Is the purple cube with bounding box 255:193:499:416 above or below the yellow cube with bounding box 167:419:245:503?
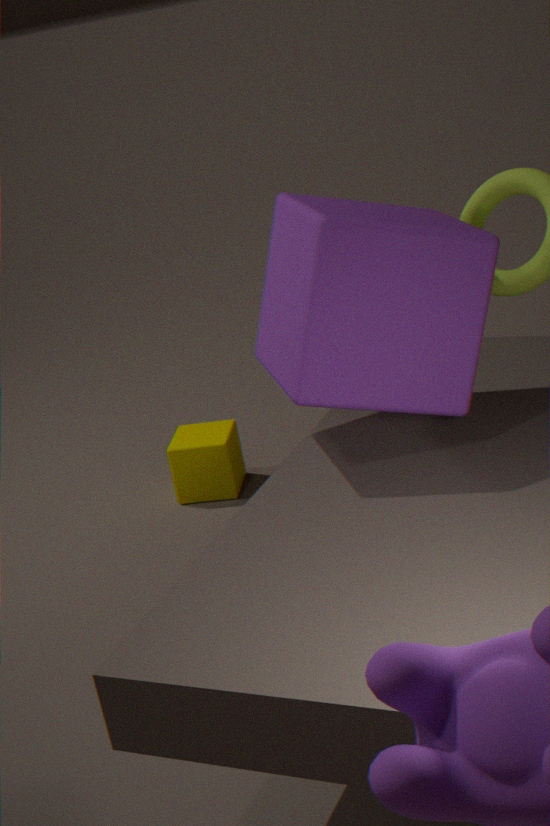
above
